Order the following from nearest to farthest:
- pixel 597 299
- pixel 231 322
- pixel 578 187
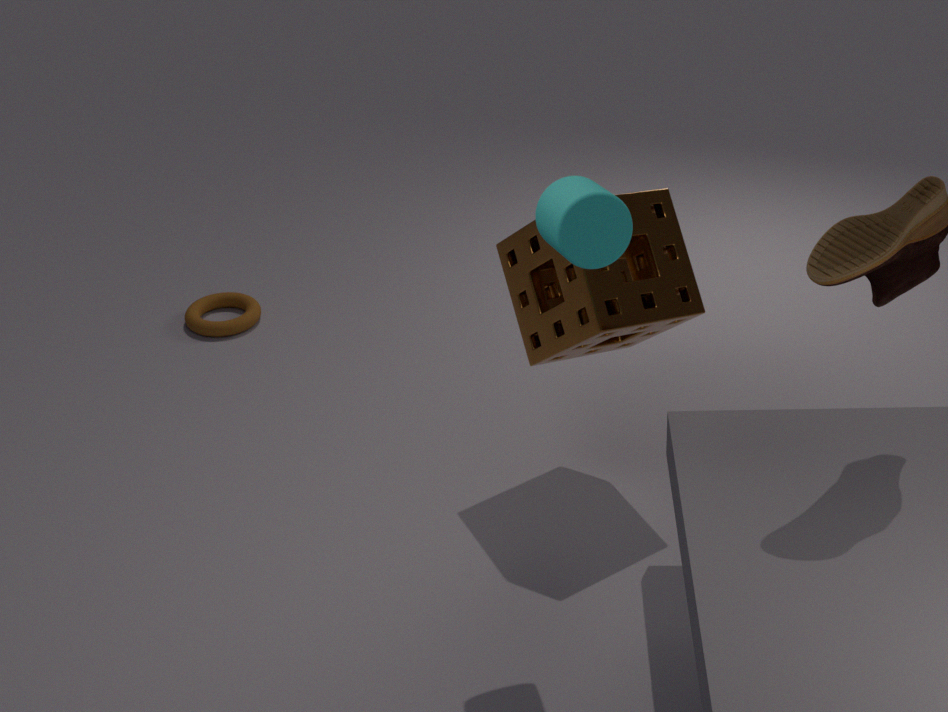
1. pixel 578 187
2. pixel 597 299
3. pixel 231 322
